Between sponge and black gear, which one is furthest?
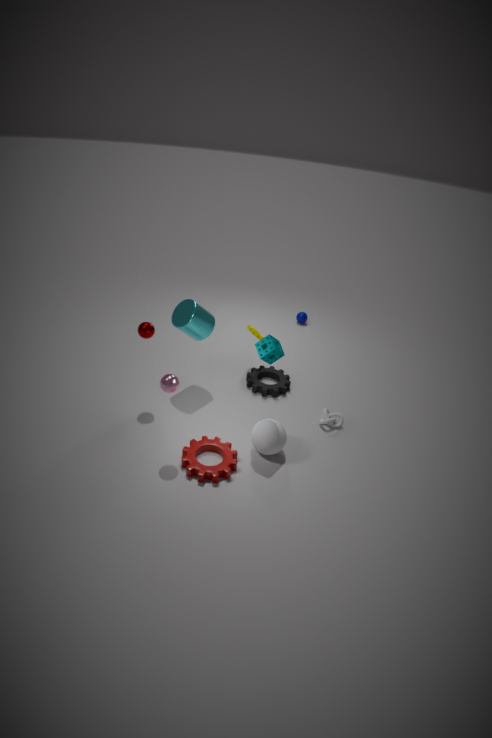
black gear
